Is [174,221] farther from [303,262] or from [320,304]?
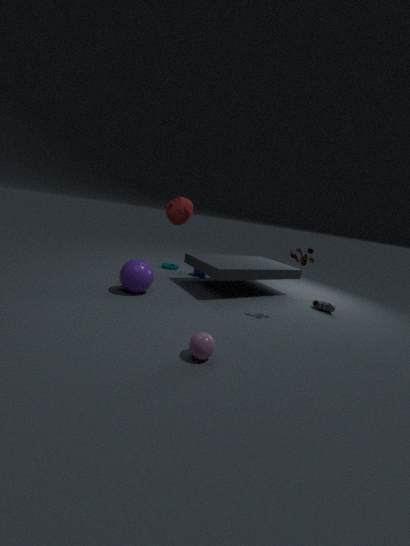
[320,304]
